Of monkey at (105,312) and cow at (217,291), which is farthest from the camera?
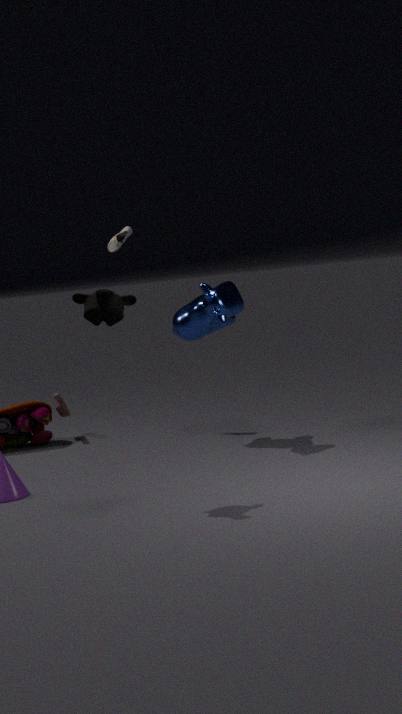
cow at (217,291)
